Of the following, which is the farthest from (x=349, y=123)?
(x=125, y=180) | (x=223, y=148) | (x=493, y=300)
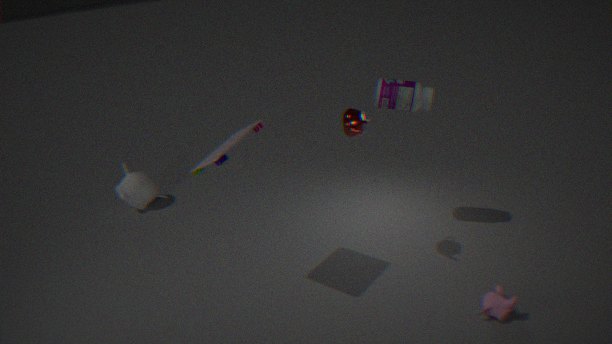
(x=125, y=180)
